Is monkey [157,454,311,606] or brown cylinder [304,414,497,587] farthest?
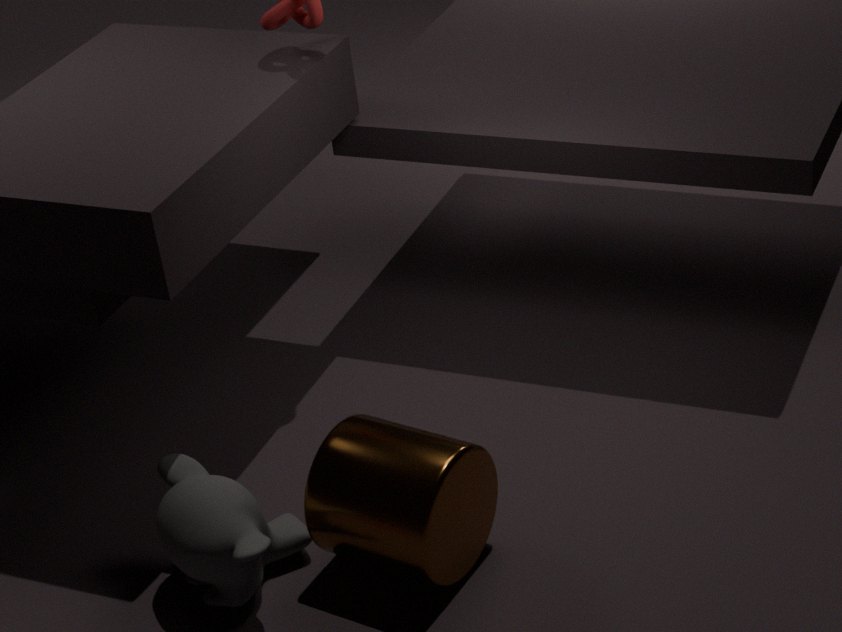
monkey [157,454,311,606]
